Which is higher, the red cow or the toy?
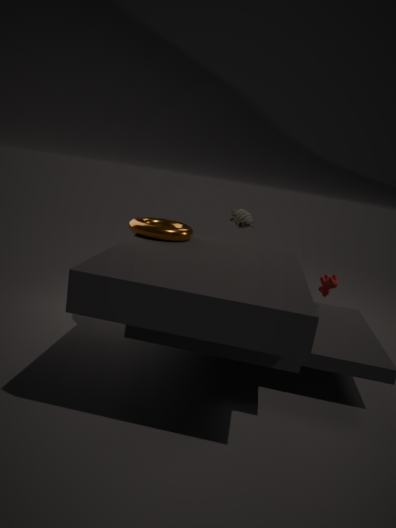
the toy
